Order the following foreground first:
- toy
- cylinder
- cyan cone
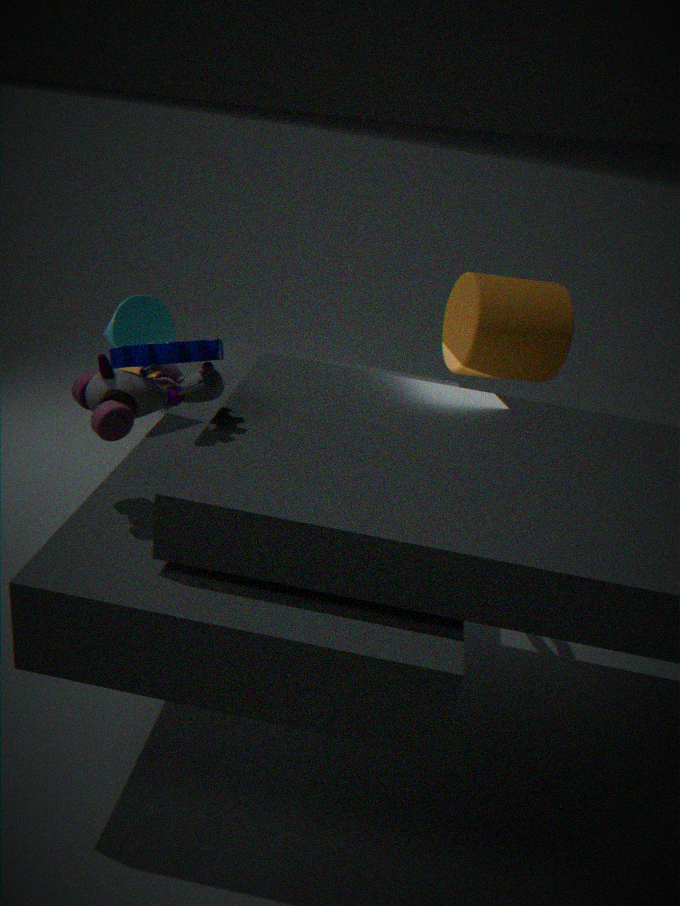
toy, cyan cone, cylinder
